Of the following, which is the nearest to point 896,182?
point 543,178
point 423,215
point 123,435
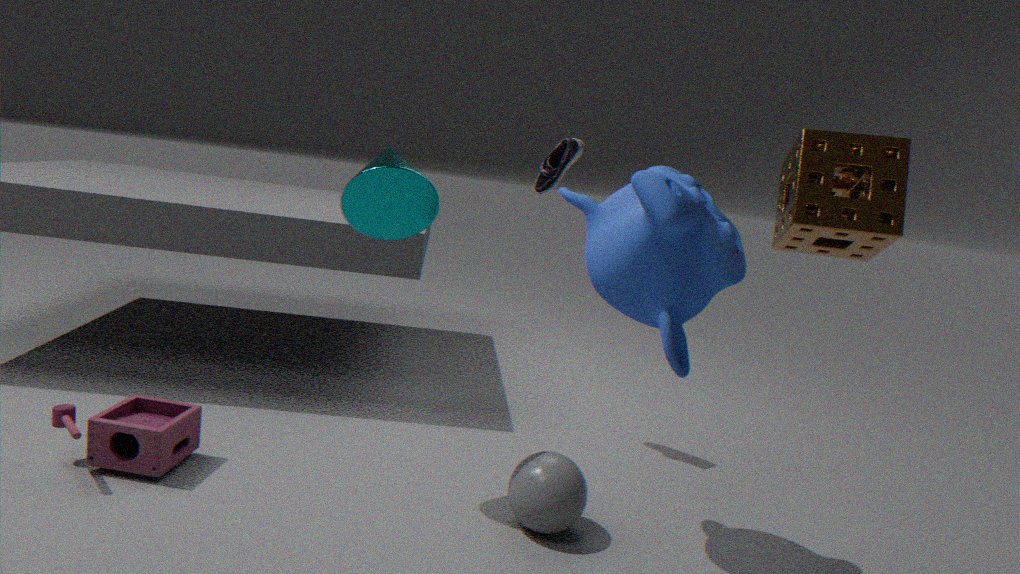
point 543,178
